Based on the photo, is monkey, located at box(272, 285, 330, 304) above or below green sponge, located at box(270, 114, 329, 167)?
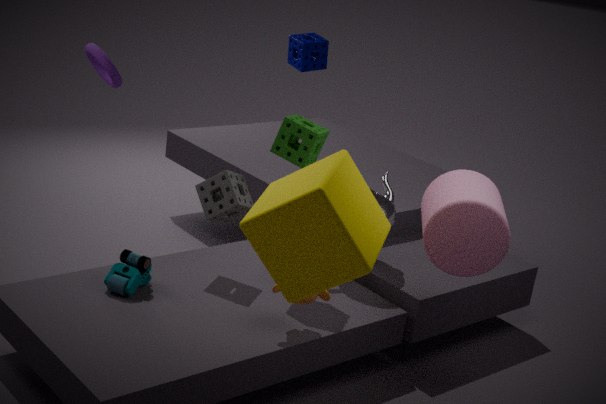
below
